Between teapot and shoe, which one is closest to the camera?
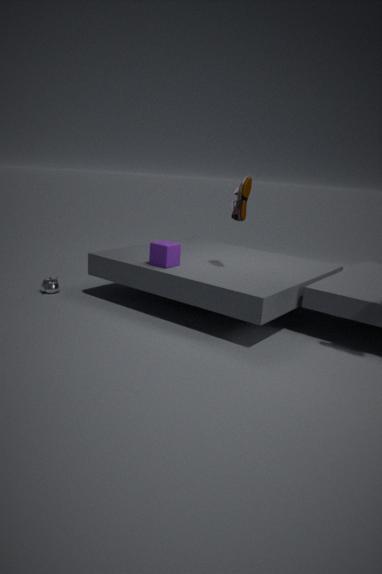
shoe
